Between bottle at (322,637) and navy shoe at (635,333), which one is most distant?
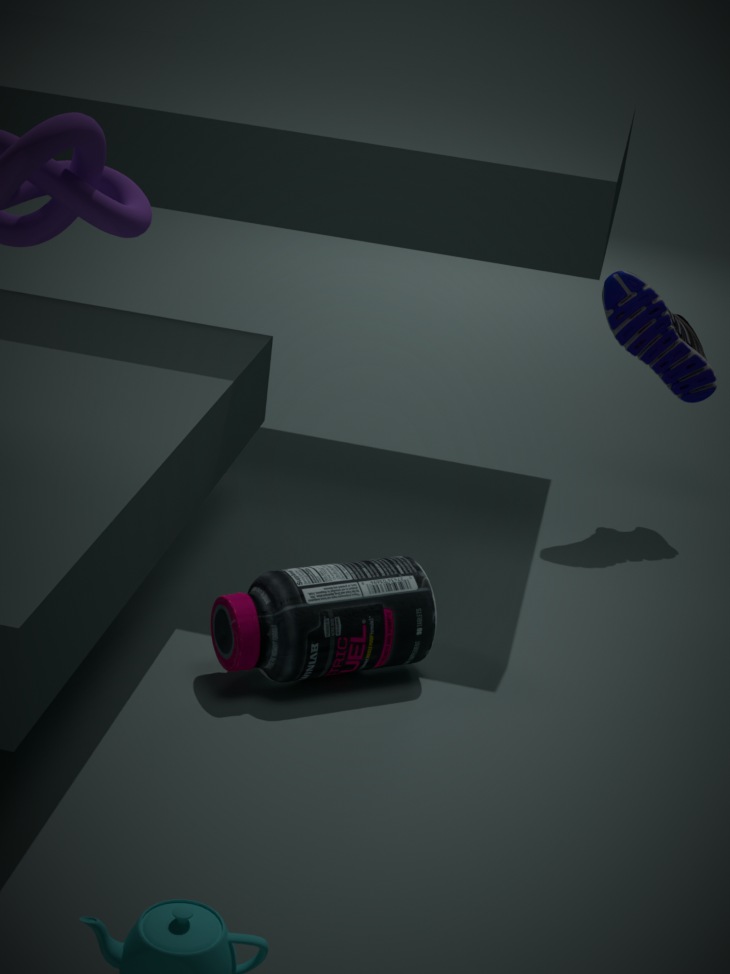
navy shoe at (635,333)
